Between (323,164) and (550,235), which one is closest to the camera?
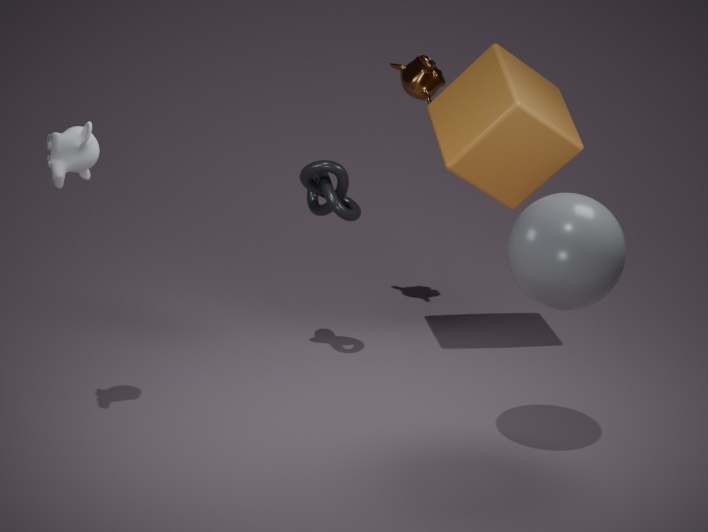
(550,235)
